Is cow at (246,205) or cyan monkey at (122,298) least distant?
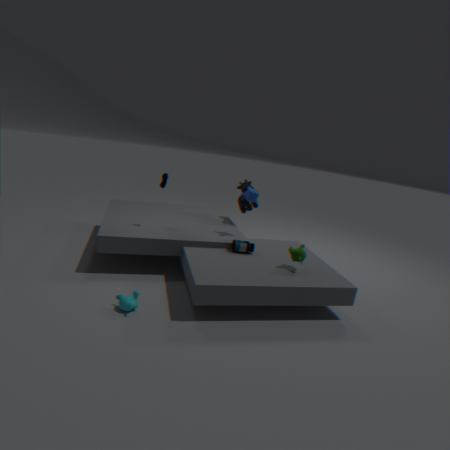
cyan monkey at (122,298)
